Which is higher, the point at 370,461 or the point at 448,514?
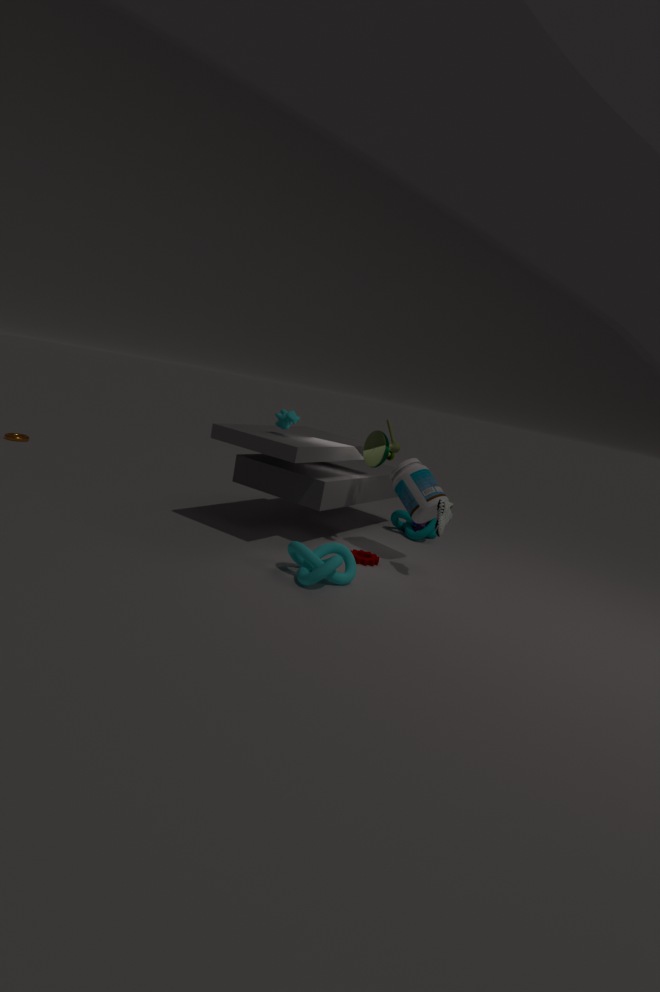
the point at 370,461
